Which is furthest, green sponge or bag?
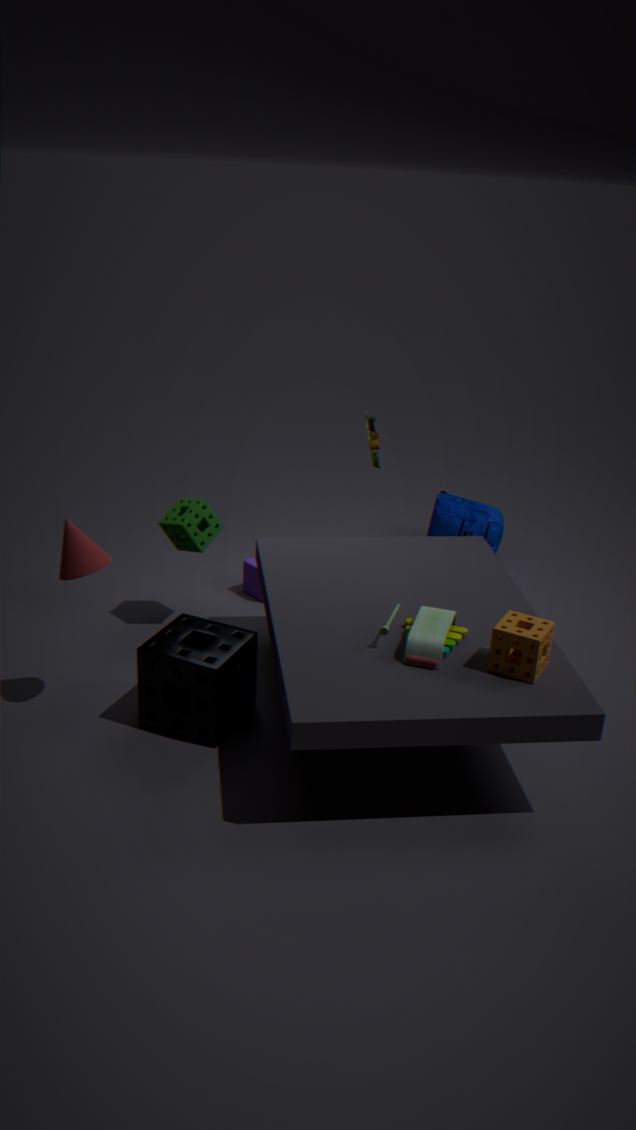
bag
